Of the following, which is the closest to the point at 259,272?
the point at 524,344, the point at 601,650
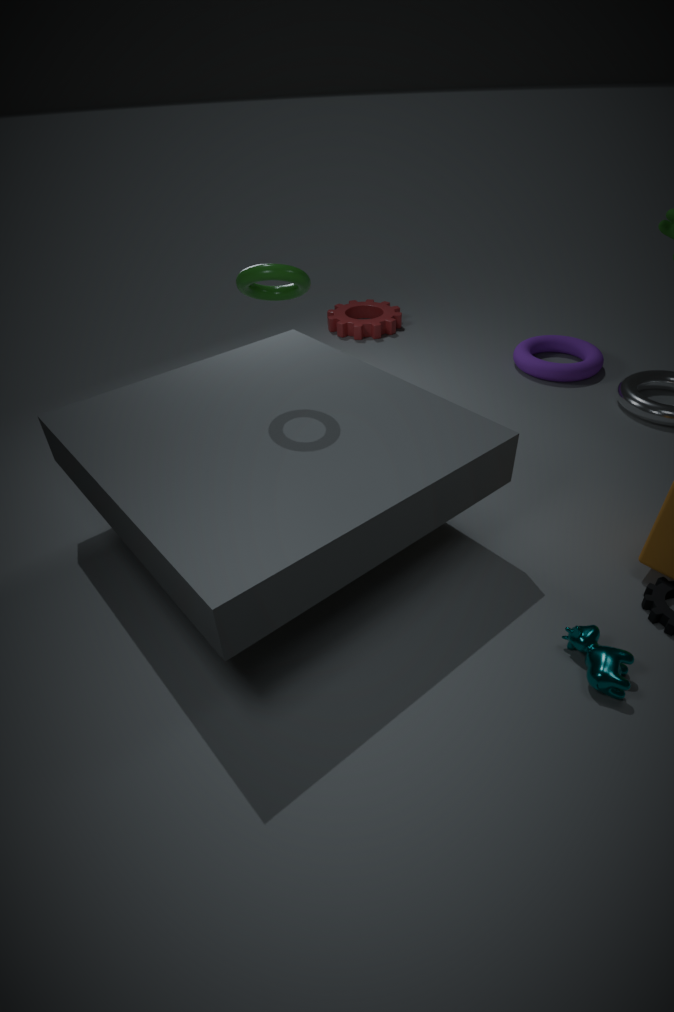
the point at 601,650
